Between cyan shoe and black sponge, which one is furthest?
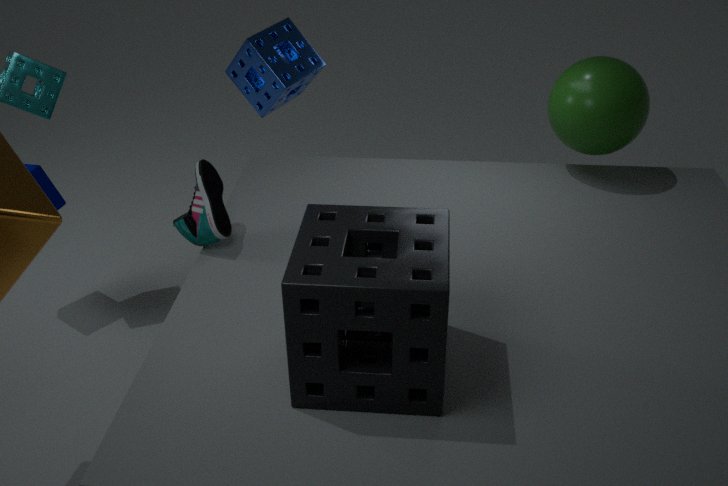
cyan shoe
